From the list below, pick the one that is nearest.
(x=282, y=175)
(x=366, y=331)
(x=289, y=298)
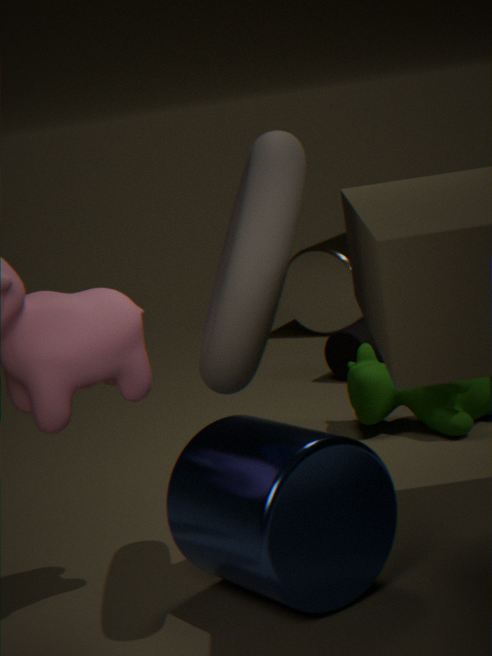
(x=282, y=175)
